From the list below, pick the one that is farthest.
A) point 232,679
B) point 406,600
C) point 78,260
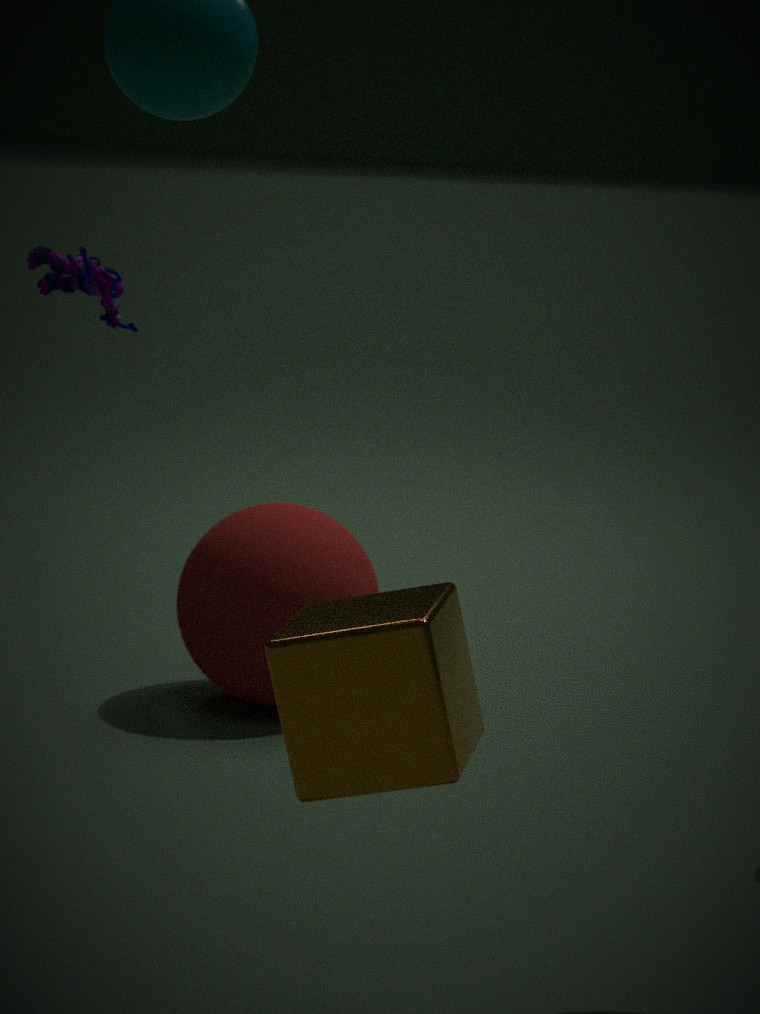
point 232,679
